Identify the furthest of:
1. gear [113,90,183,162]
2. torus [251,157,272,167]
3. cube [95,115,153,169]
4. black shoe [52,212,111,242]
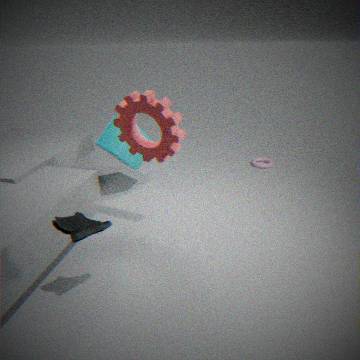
torus [251,157,272,167]
